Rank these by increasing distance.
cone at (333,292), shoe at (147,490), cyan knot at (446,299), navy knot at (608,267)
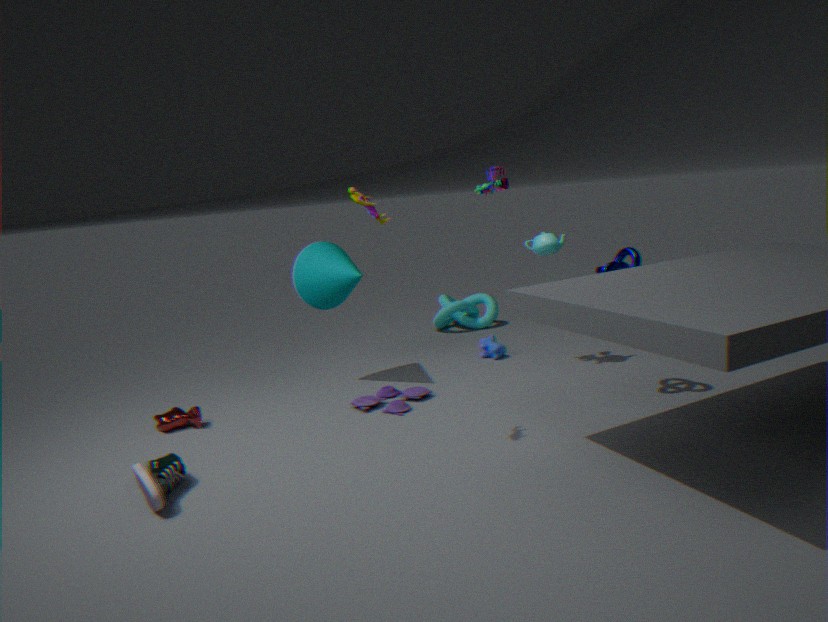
shoe at (147,490) < navy knot at (608,267) < cone at (333,292) < cyan knot at (446,299)
